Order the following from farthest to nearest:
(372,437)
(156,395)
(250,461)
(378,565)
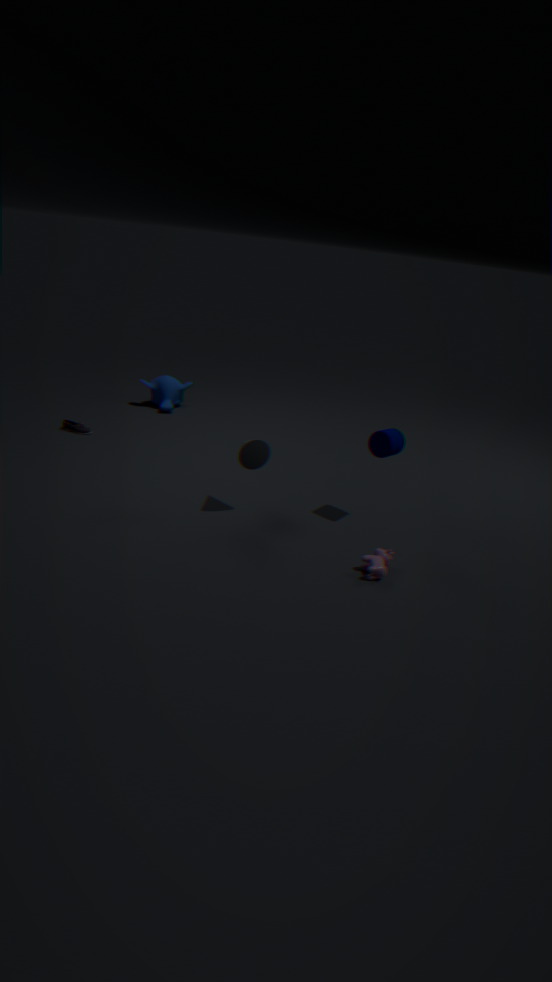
1. (156,395)
2. (372,437)
3. (250,461)
4. (378,565)
